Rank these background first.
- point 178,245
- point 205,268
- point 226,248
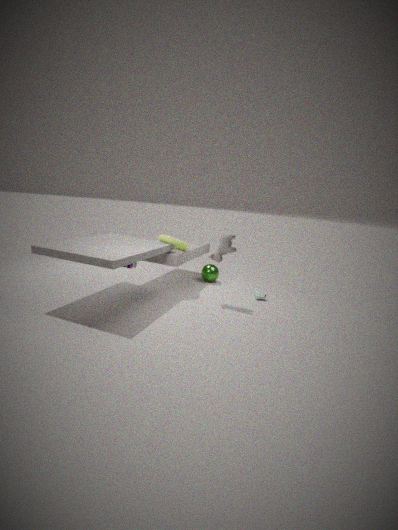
point 205,268 < point 178,245 < point 226,248
